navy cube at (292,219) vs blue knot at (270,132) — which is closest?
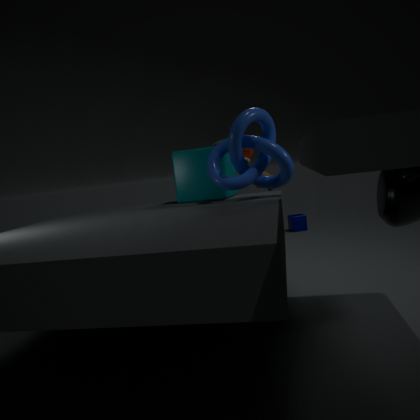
blue knot at (270,132)
